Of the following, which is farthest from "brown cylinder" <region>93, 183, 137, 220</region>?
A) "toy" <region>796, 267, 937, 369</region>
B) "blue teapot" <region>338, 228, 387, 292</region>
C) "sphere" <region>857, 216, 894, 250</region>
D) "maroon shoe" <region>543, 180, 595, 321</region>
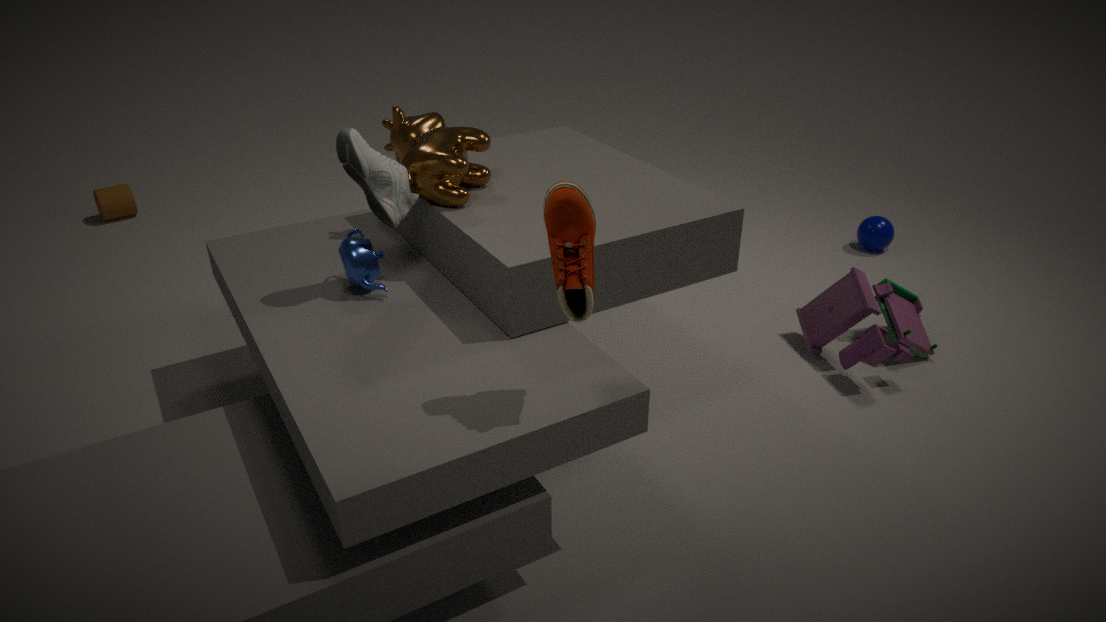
"sphere" <region>857, 216, 894, 250</region>
